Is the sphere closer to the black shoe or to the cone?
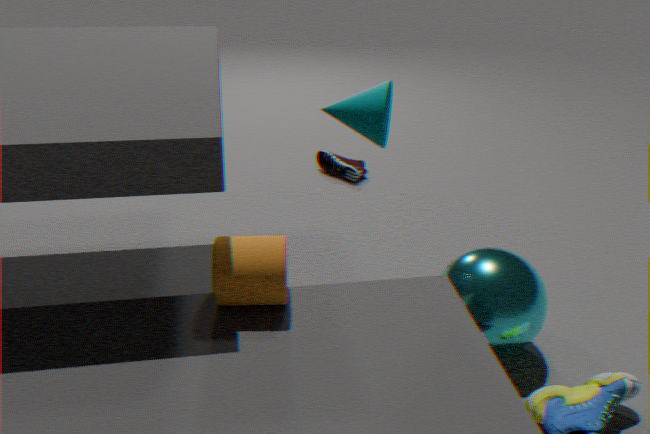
the cone
